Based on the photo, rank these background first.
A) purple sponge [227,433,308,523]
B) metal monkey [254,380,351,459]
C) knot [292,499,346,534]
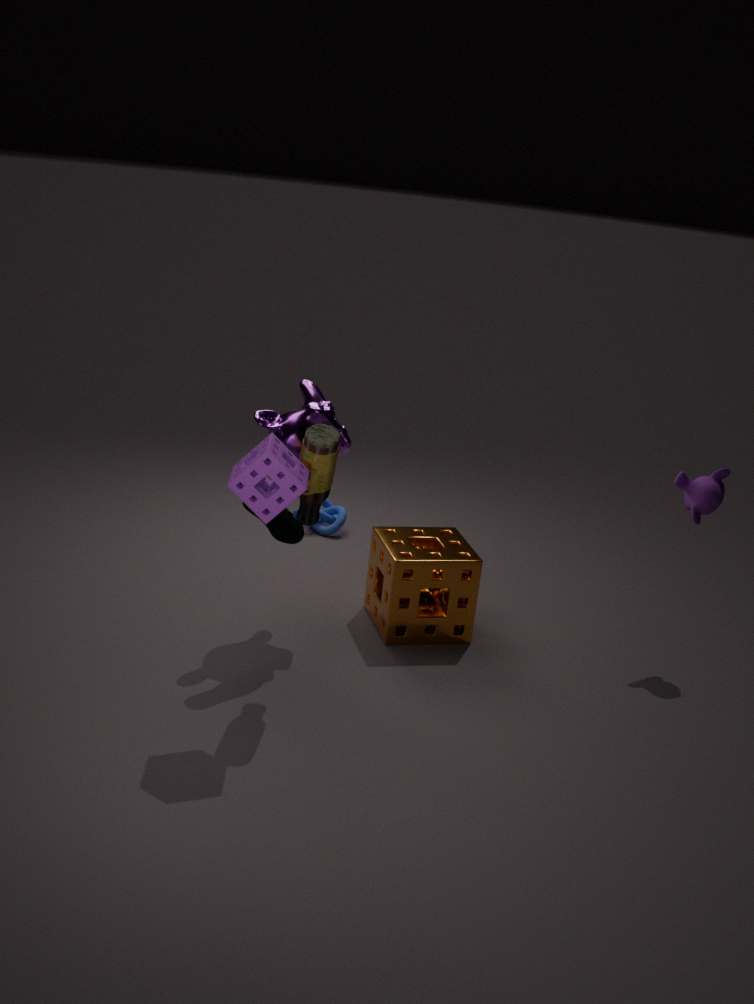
knot [292,499,346,534] → metal monkey [254,380,351,459] → purple sponge [227,433,308,523]
